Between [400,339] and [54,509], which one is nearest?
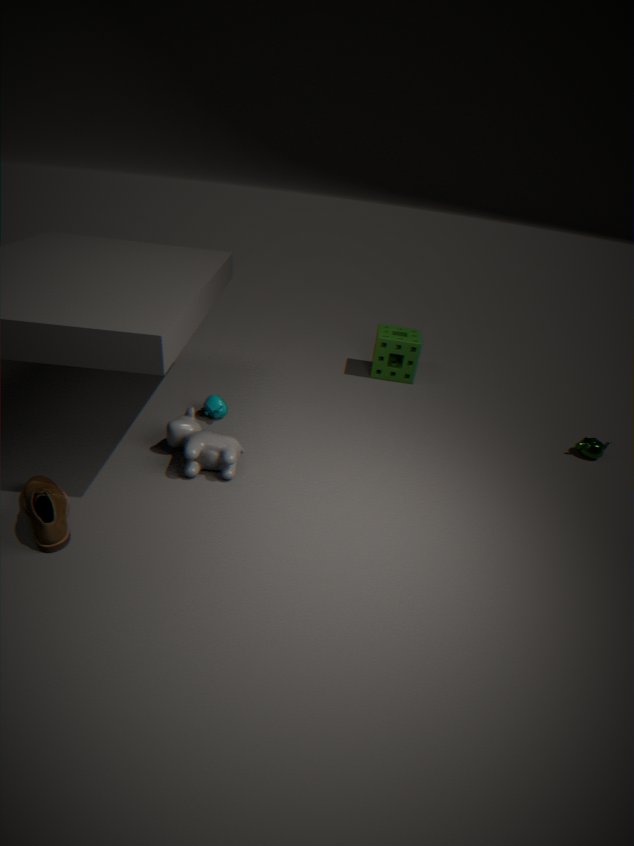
[54,509]
